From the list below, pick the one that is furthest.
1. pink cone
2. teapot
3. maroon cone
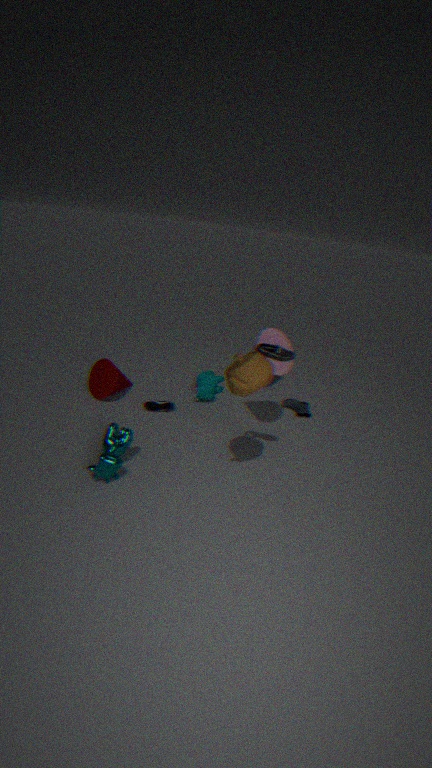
maroon cone
